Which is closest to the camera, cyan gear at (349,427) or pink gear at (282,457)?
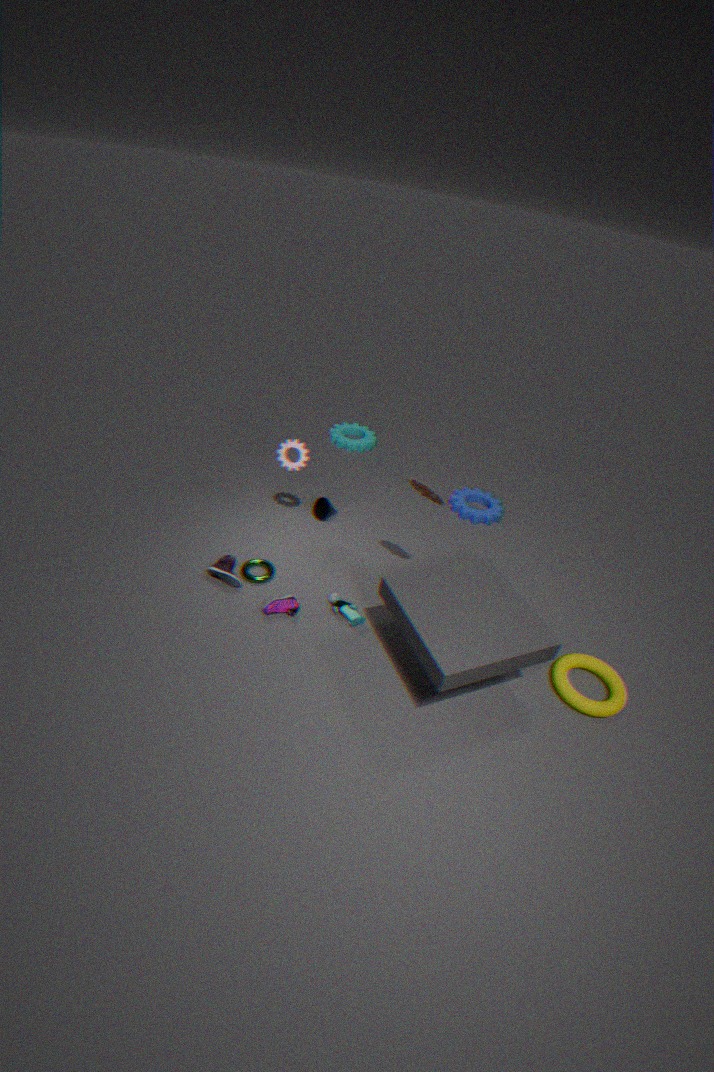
pink gear at (282,457)
